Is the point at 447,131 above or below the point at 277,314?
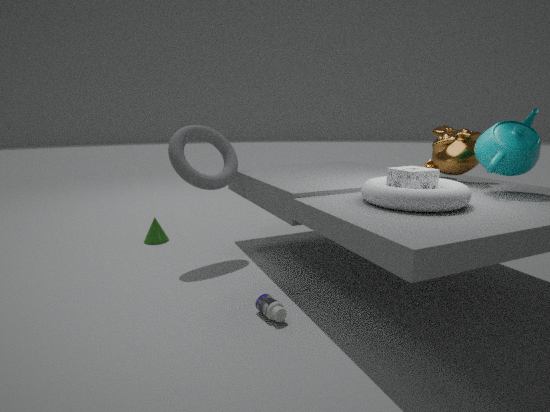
above
